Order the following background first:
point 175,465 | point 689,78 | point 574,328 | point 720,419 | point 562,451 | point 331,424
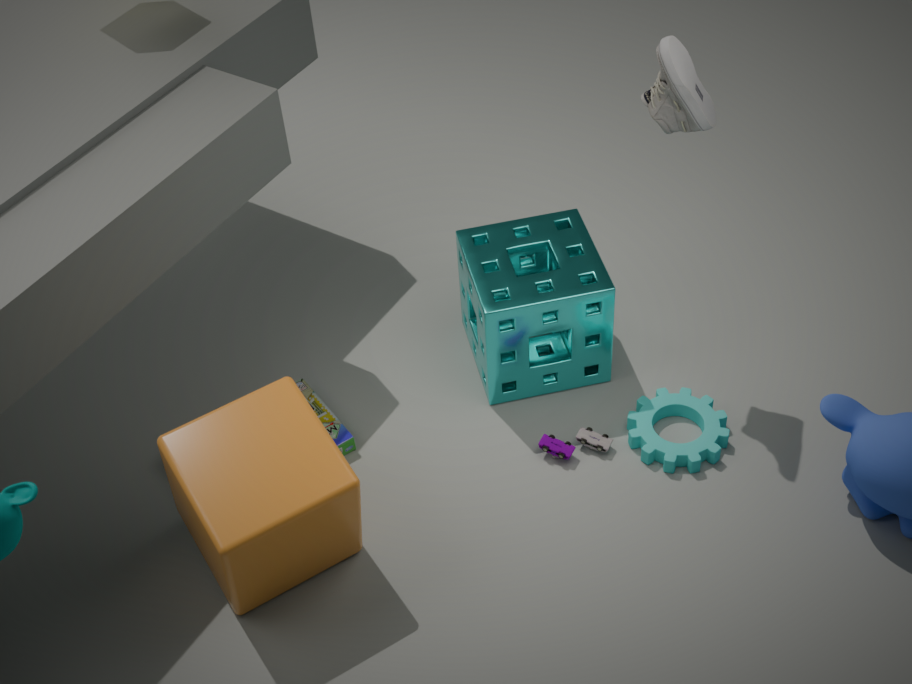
point 331,424
point 574,328
point 720,419
point 562,451
point 689,78
point 175,465
